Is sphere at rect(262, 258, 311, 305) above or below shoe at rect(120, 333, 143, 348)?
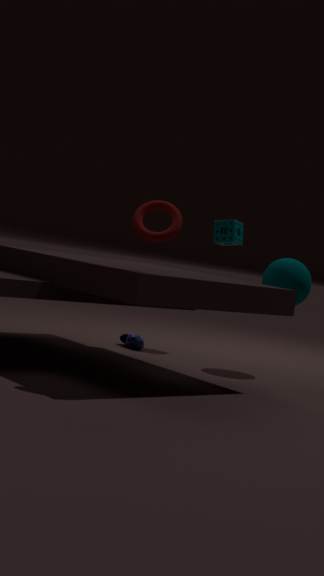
above
